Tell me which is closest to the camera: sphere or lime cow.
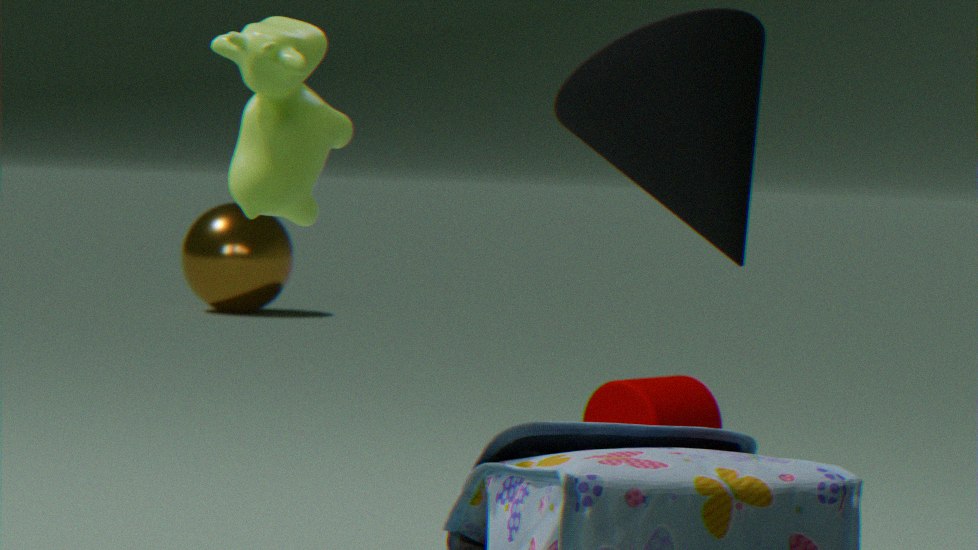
lime cow
